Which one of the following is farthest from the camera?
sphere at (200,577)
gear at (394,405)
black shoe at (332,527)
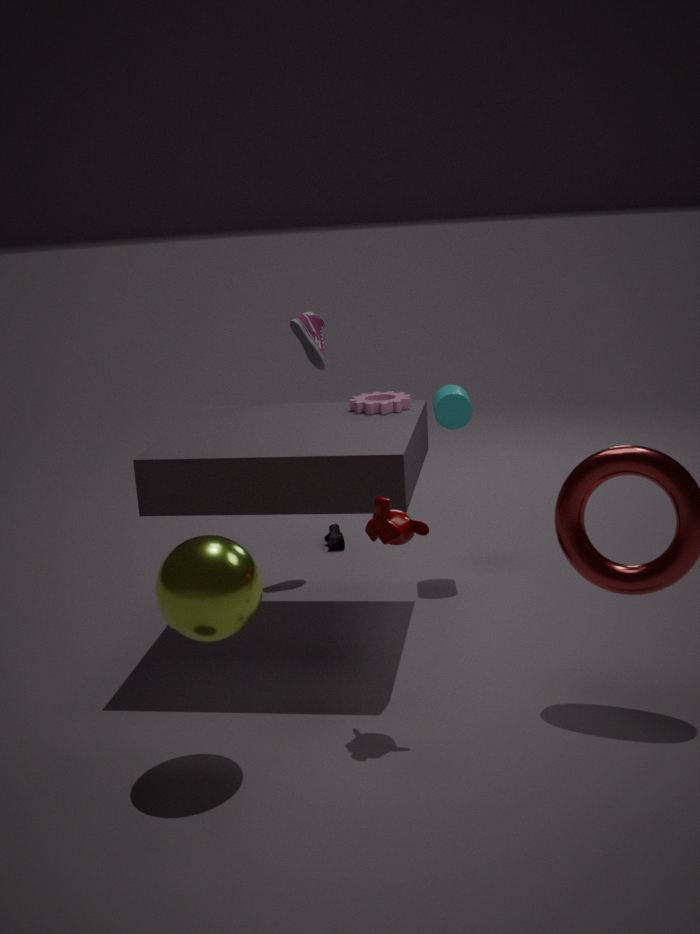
black shoe at (332,527)
